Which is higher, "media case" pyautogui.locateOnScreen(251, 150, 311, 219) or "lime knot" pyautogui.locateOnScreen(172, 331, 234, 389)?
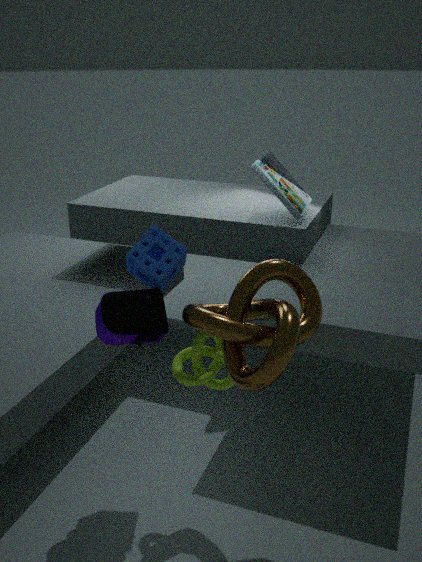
"media case" pyautogui.locateOnScreen(251, 150, 311, 219)
